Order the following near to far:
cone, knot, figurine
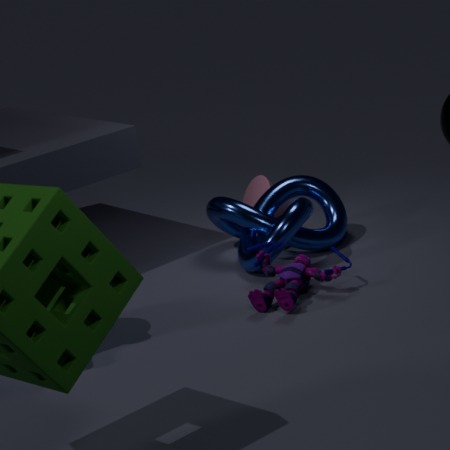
figurine < knot < cone
